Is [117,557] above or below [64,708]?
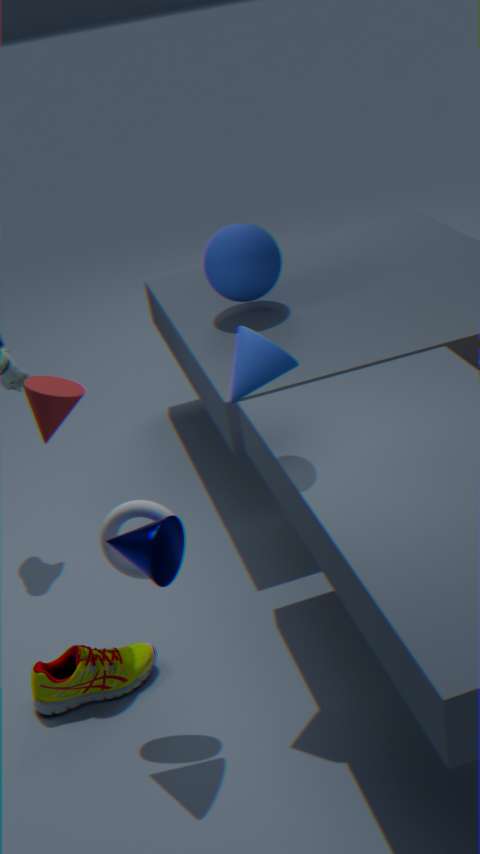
above
